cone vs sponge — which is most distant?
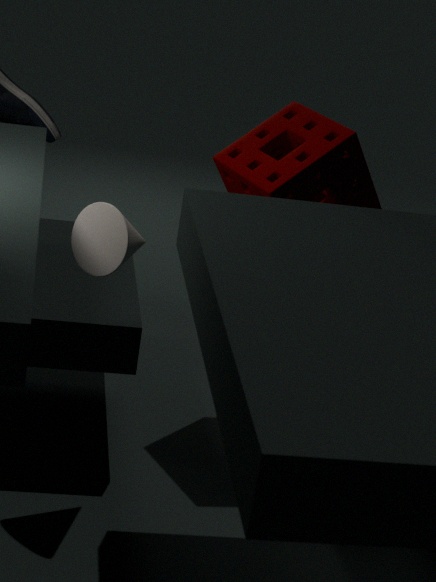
sponge
